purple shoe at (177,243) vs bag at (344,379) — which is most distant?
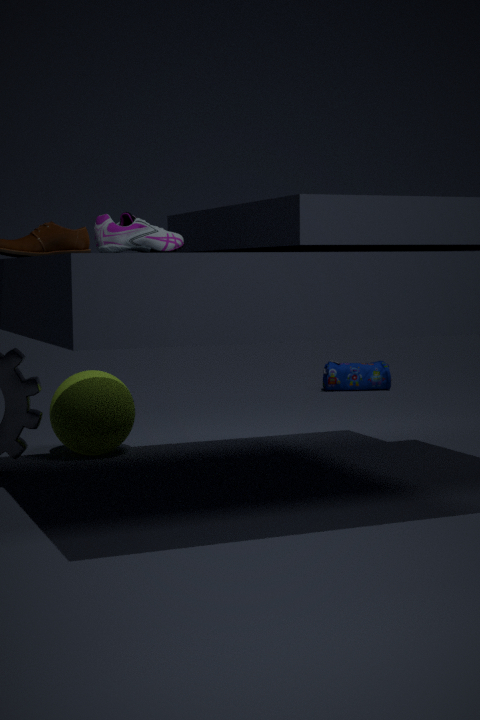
bag at (344,379)
